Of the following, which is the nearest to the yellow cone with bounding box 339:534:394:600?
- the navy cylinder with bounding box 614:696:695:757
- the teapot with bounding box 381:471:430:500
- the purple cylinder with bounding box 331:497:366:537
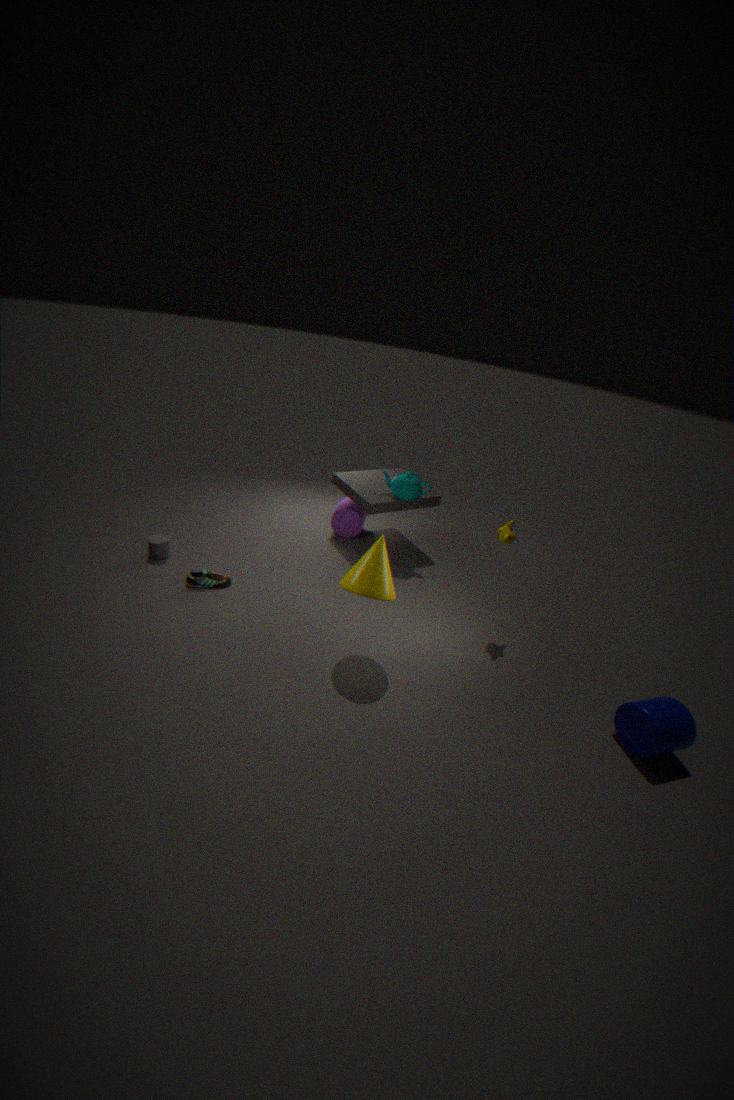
the teapot with bounding box 381:471:430:500
